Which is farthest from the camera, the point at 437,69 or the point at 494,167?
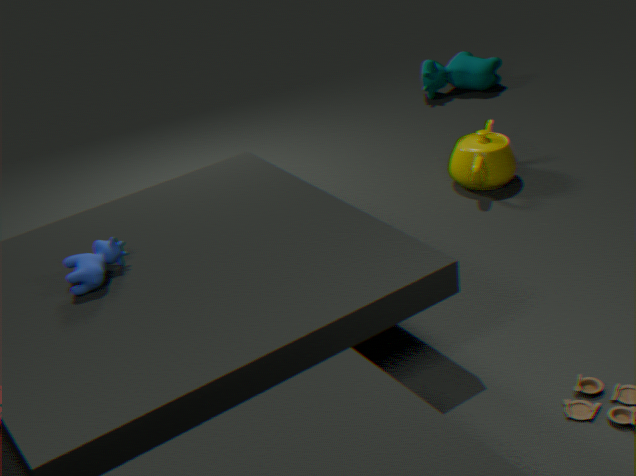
the point at 437,69
